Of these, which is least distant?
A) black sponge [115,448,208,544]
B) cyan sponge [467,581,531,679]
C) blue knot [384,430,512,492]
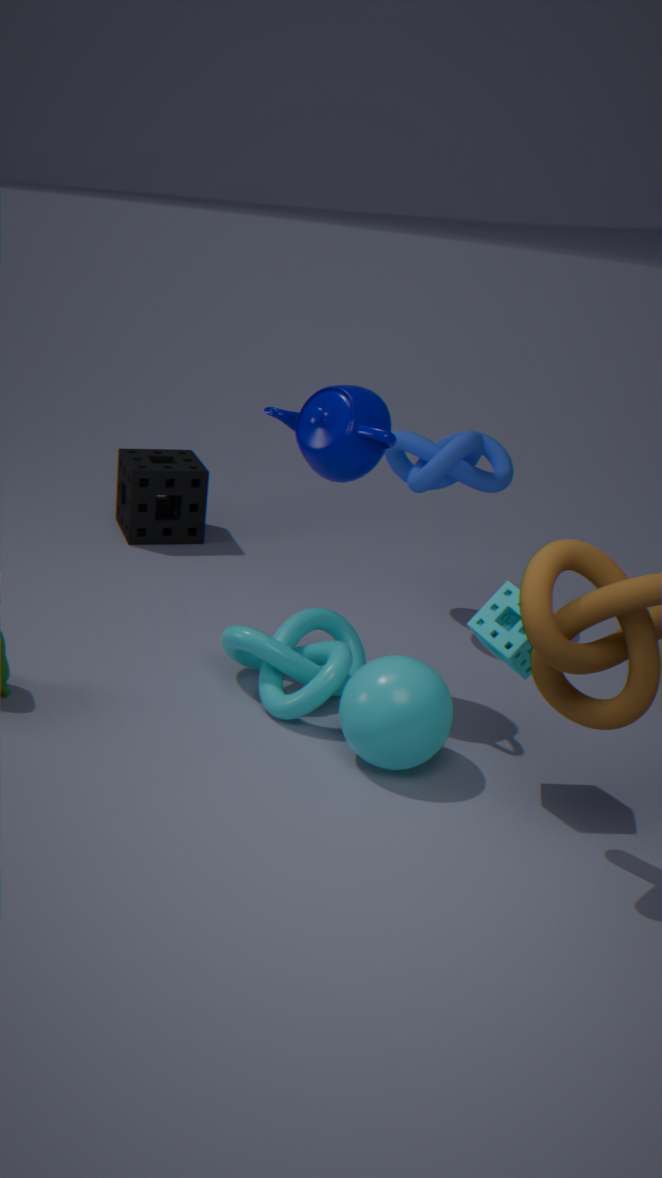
cyan sponge [467,581,531,679]
